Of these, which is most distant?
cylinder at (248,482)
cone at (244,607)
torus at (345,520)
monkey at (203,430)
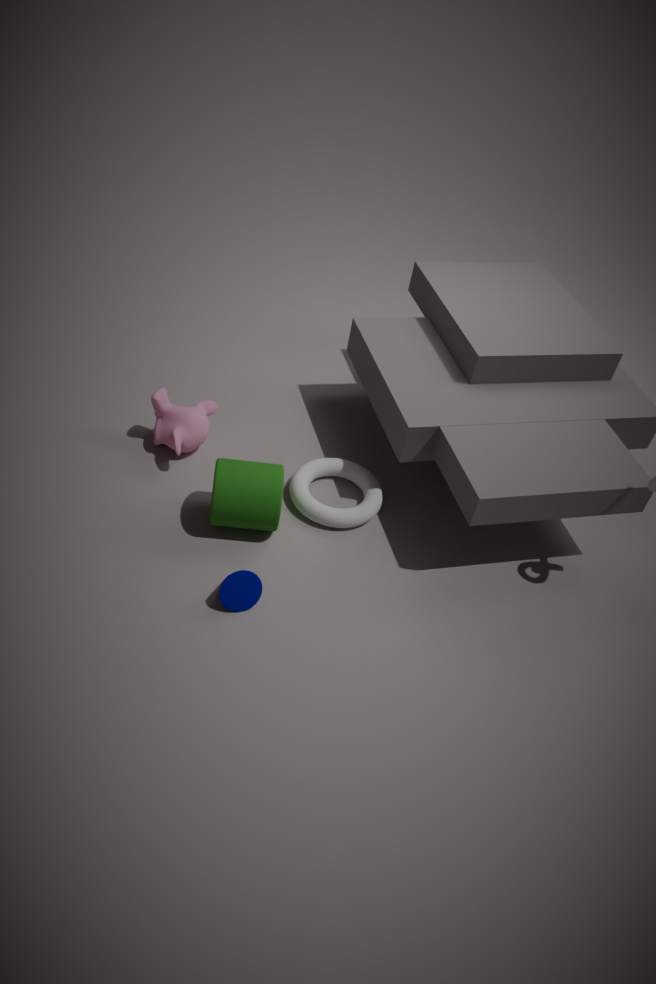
monkey at (203,430)
